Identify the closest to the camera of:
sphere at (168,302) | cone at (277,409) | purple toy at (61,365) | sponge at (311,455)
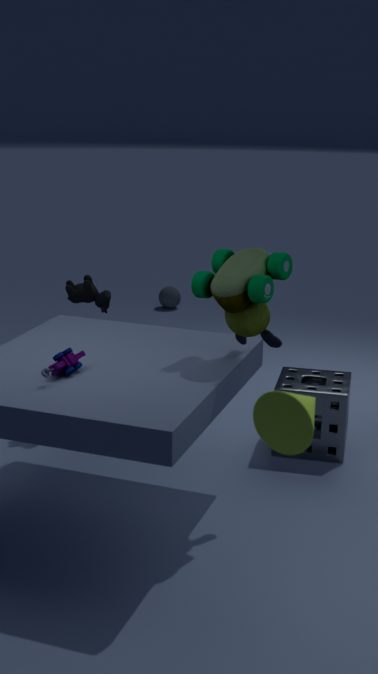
cone at (277,409)
